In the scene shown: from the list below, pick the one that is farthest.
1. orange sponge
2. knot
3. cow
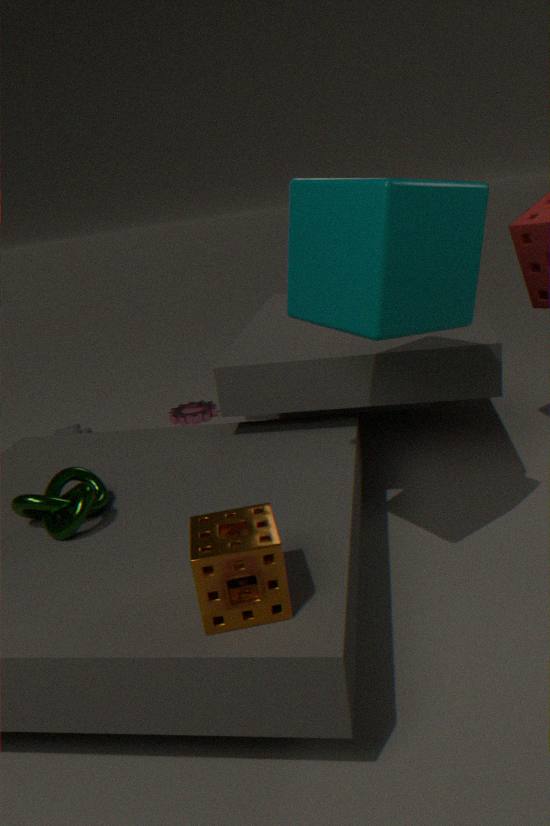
cow
